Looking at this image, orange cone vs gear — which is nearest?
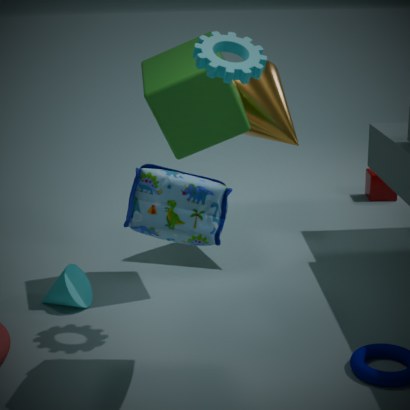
gear
